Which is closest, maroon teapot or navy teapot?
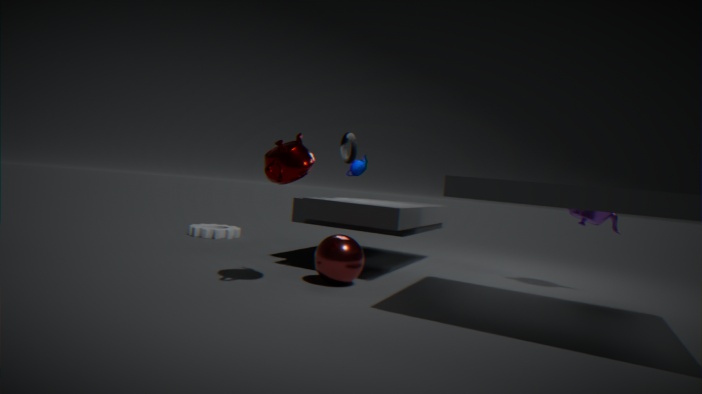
maroon teapot
